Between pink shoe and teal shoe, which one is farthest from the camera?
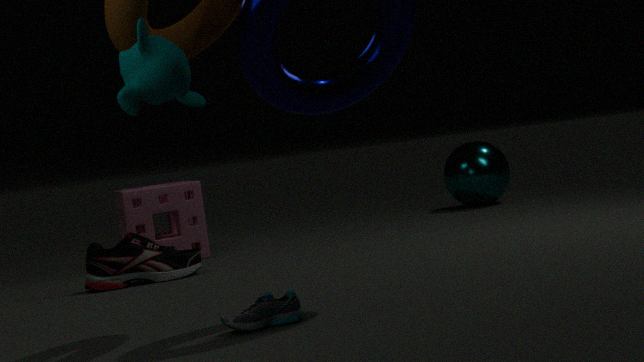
pink shoe
